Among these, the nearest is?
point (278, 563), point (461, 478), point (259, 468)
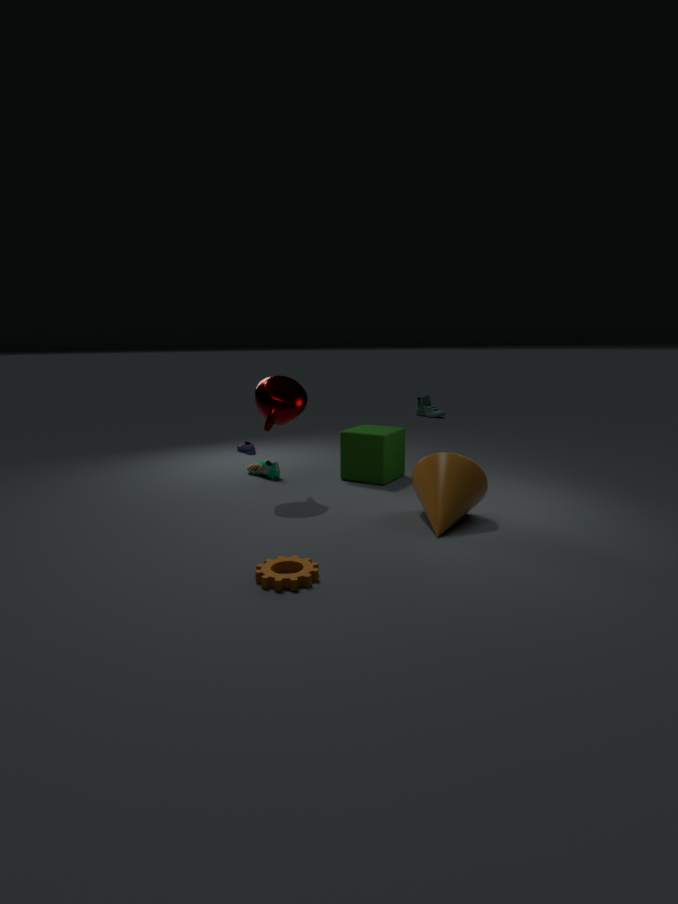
point (278, 563)
